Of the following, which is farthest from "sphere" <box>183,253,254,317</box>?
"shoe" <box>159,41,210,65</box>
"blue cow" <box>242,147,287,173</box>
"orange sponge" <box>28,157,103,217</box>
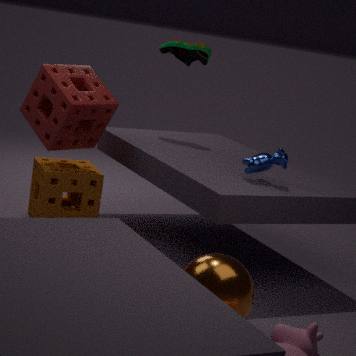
"shoe" <box>159,41,210,65</box>
